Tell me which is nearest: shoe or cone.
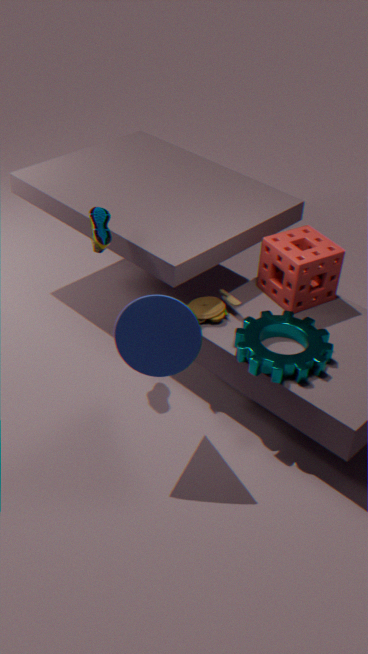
cone
